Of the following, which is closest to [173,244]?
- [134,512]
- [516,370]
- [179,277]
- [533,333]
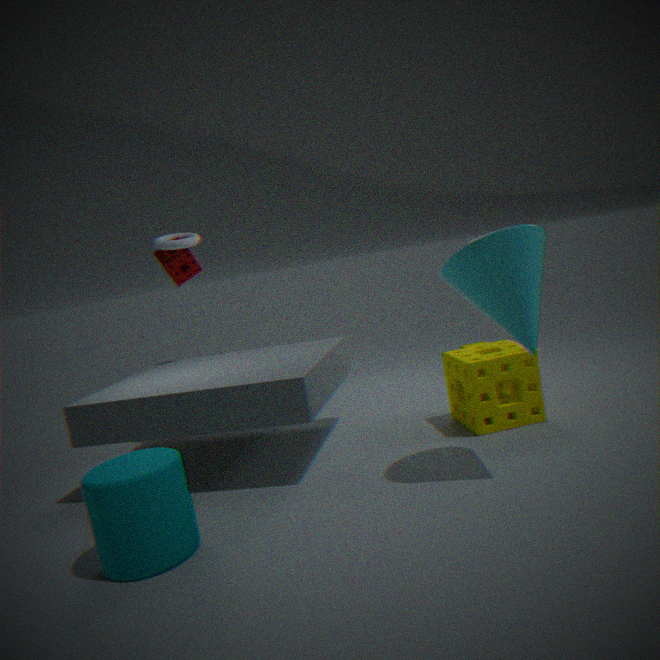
[179,277]
